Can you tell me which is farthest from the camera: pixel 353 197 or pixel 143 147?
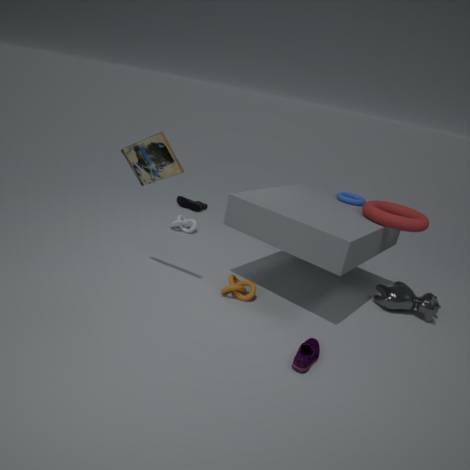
pixel 353 197
